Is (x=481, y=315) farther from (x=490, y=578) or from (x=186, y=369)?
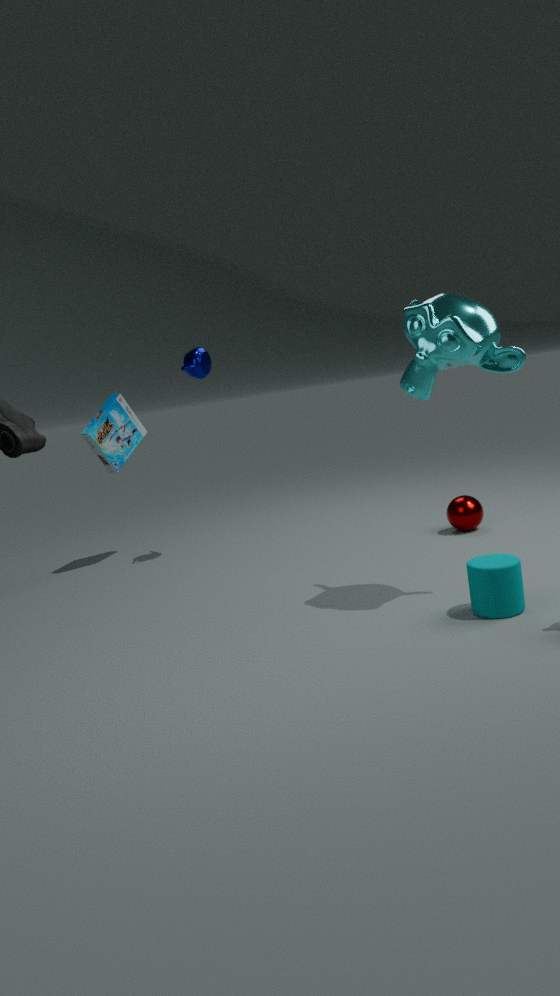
(x=186, y=369)
